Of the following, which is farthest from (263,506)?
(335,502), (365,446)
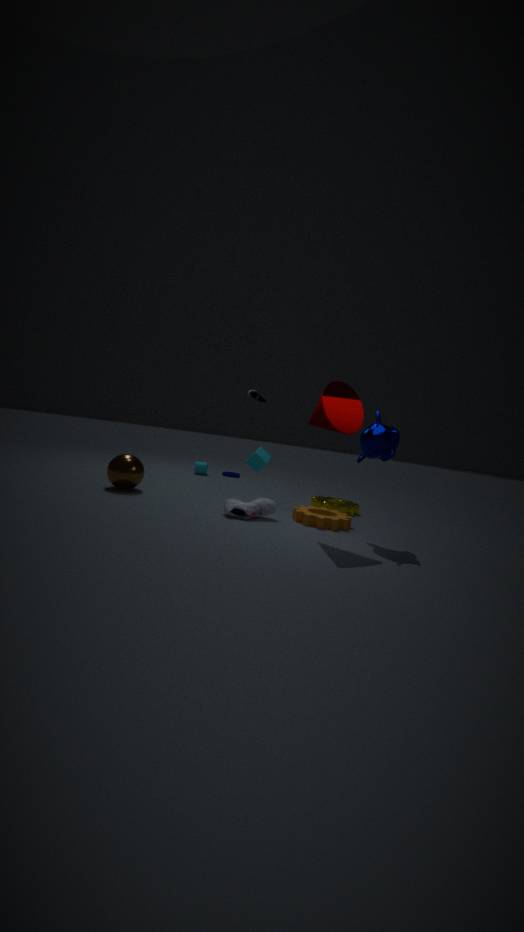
(335,502)
